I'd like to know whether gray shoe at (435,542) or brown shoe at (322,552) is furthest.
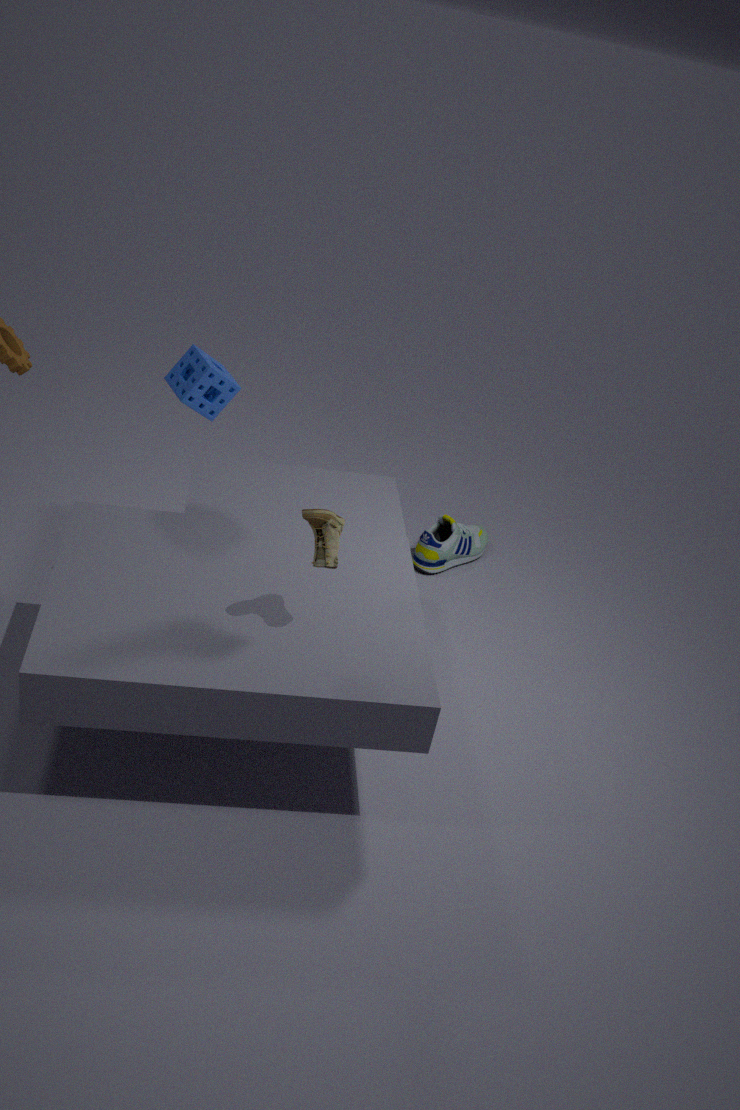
gray shoe at (435,542)
